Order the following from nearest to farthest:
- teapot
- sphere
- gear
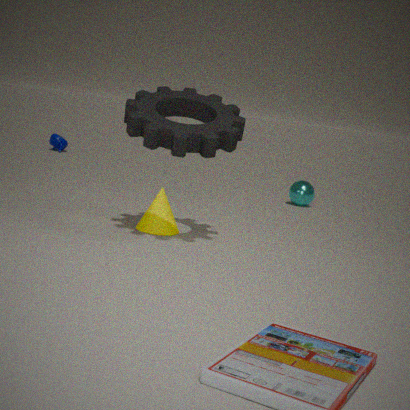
gear < sphere < teapot
